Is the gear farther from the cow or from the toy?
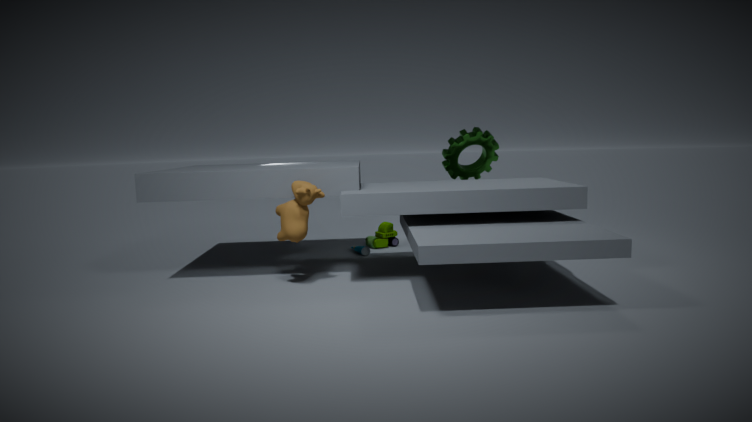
Result: the cow
